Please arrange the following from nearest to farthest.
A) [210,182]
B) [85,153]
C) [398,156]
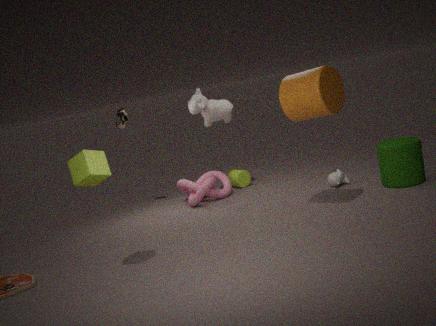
1. [85,153]
2. [398,156]
3. [210,182]
